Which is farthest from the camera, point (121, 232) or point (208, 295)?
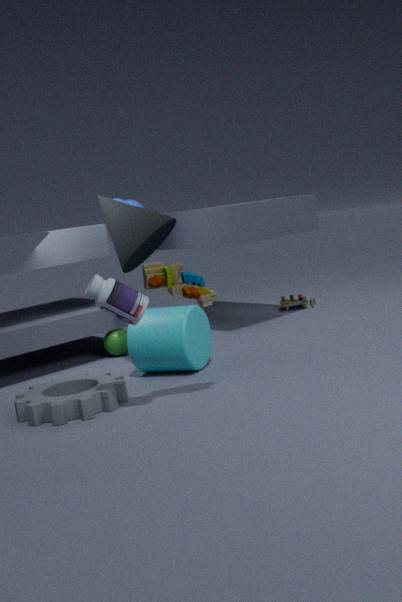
point (121, 232)
